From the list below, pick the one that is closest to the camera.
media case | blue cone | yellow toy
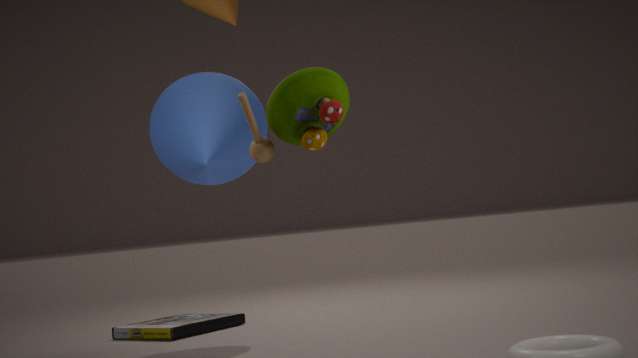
yellow toy
